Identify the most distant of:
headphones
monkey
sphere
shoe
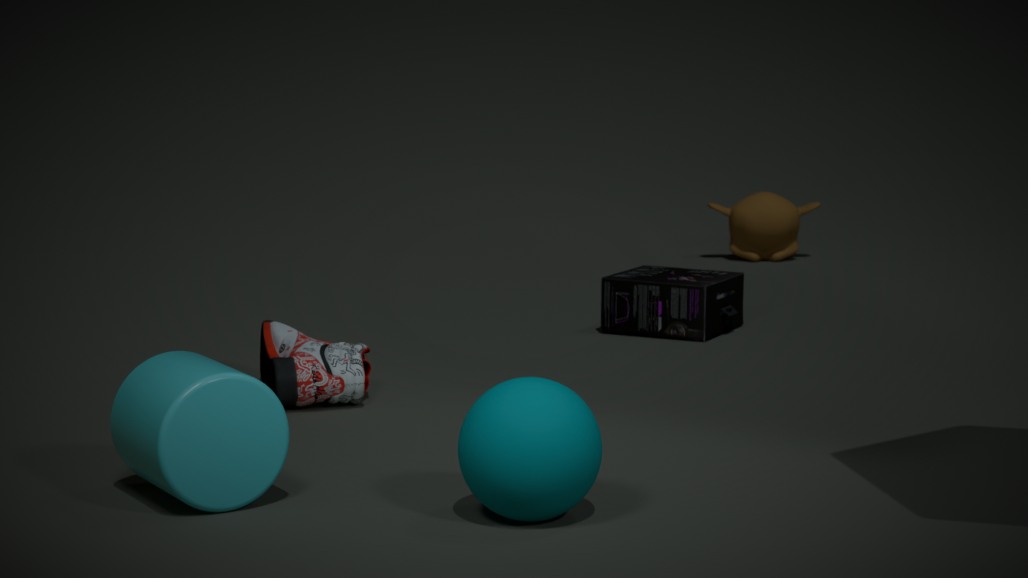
monkey
